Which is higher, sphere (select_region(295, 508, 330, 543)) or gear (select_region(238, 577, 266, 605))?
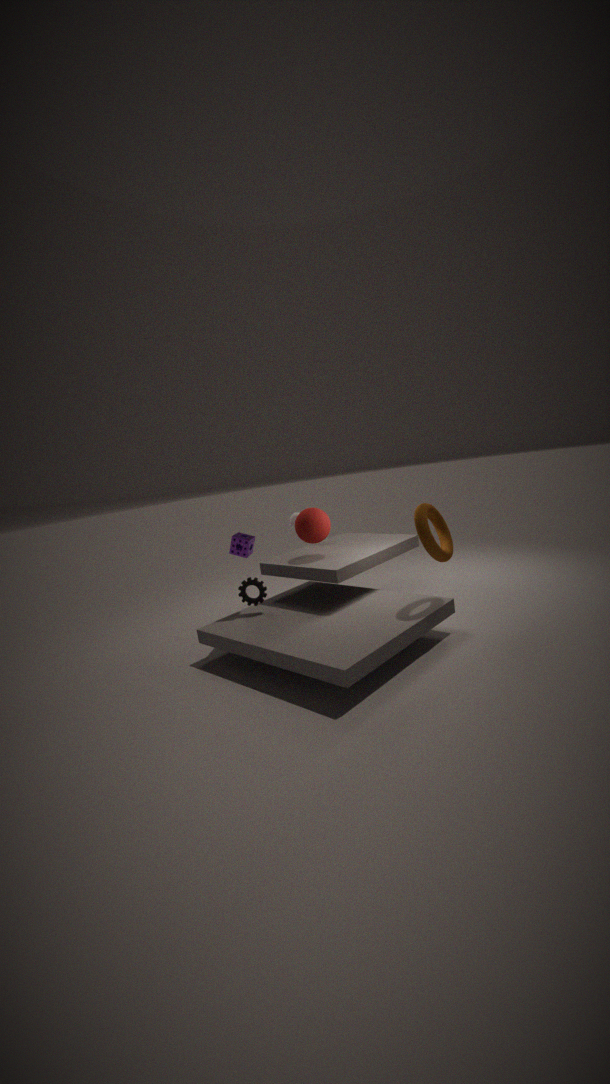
sphere (select_region(295, 508, 330, 543))
